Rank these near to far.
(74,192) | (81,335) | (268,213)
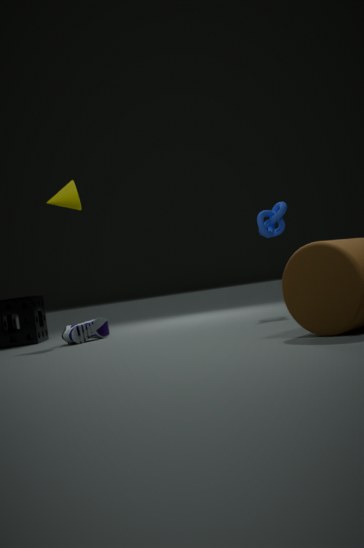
(268,213)
(81,335)
(74,192)
